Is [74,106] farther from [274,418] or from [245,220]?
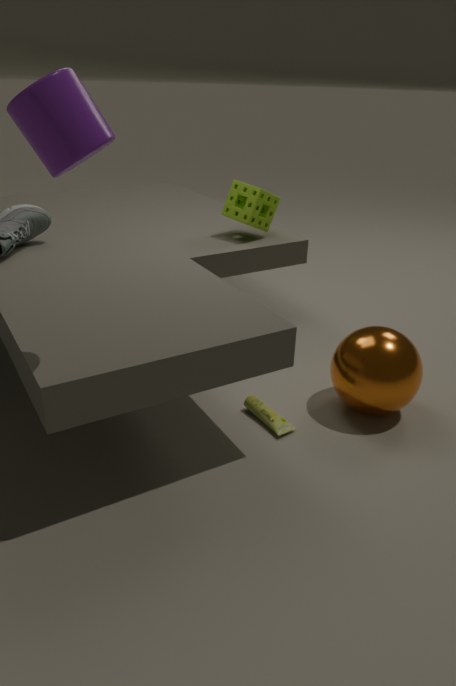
[245,220]
